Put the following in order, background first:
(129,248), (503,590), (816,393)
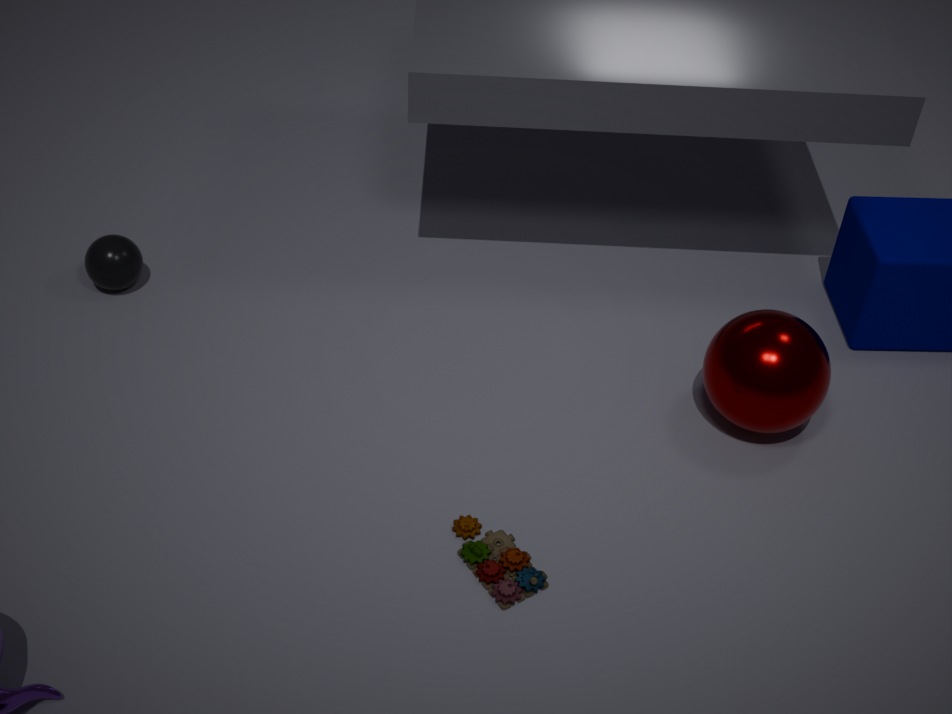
(129,248)
(816,393)
(503,590)
